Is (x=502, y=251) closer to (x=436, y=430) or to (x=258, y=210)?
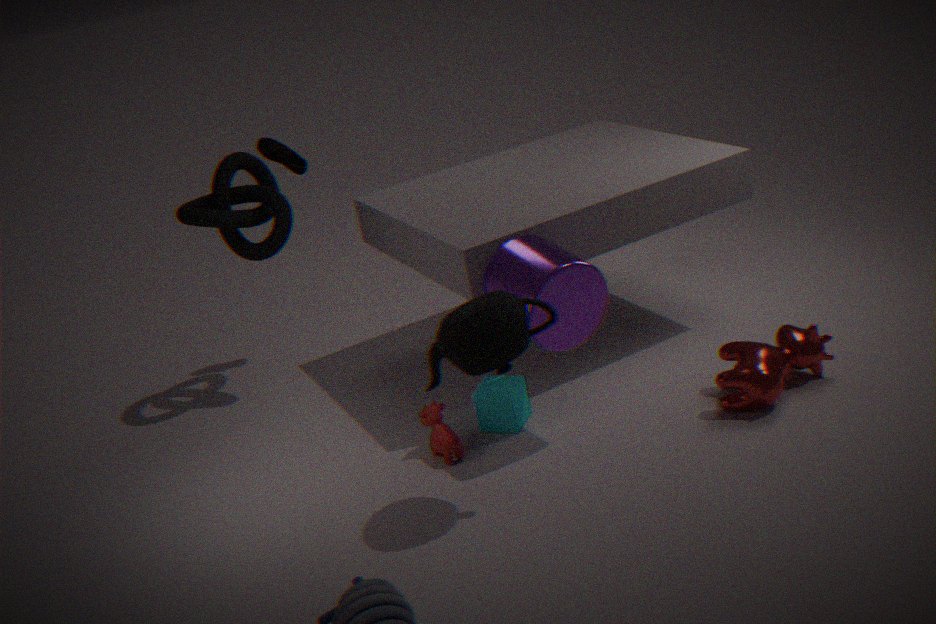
(x=436, y=430)
